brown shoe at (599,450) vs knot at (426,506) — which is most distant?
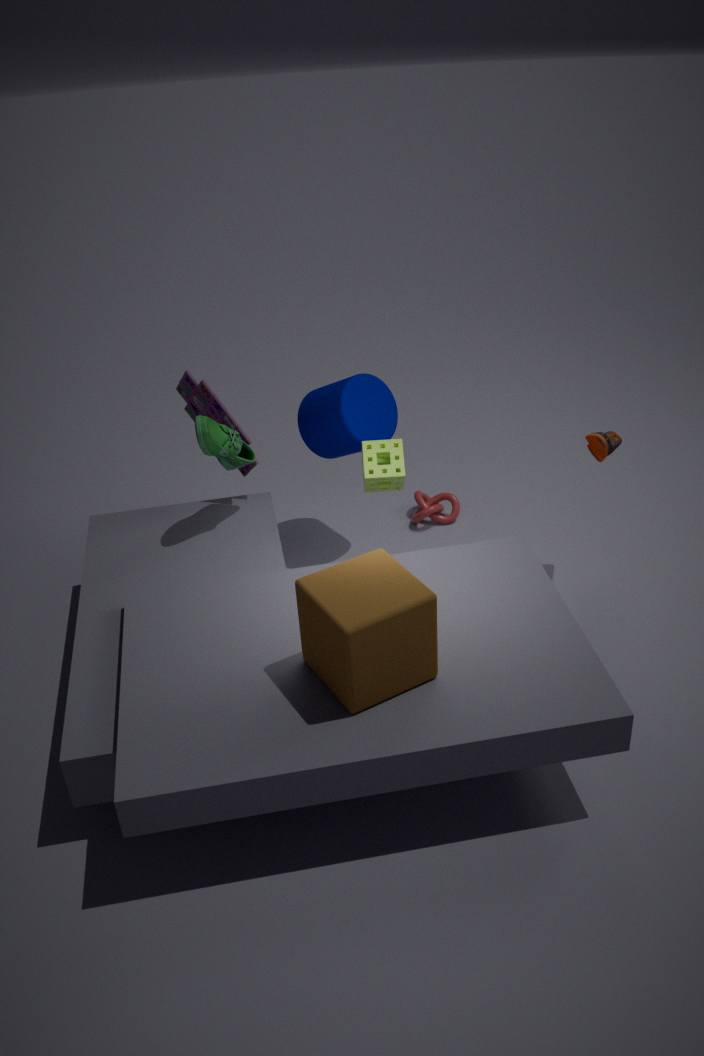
knot at (426,506)
